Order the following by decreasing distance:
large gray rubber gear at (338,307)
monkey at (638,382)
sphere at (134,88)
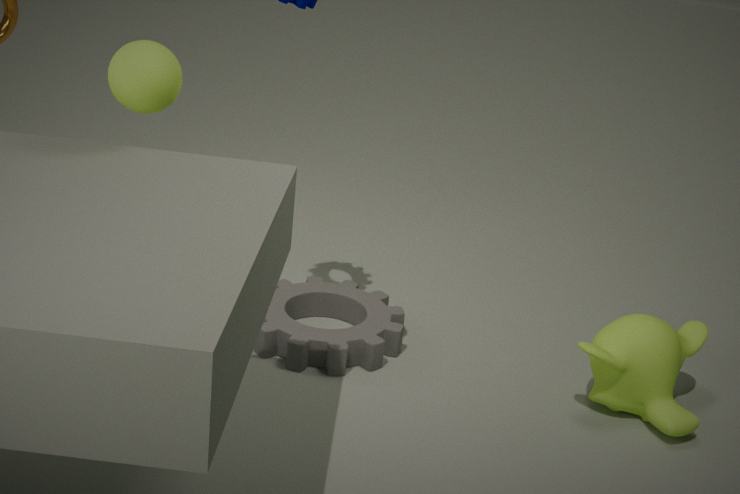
large gray rubber gear at (338,307), monkey at (638,382), sphere at (134,88)
